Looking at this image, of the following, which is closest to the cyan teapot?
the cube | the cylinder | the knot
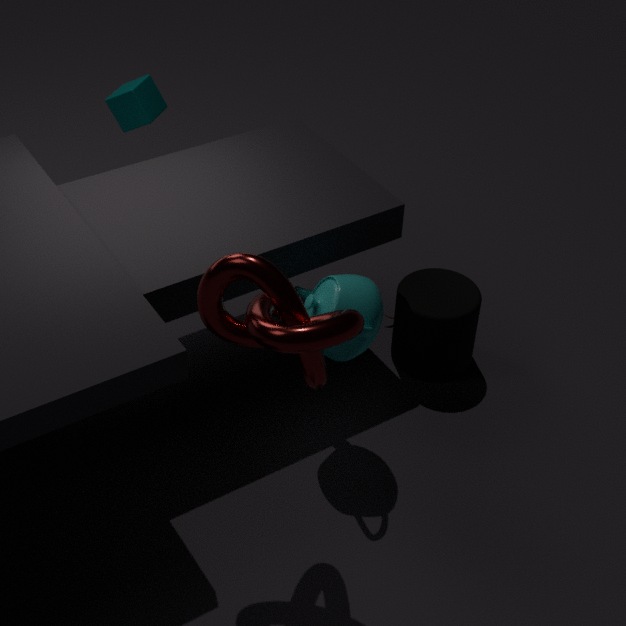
the knot
